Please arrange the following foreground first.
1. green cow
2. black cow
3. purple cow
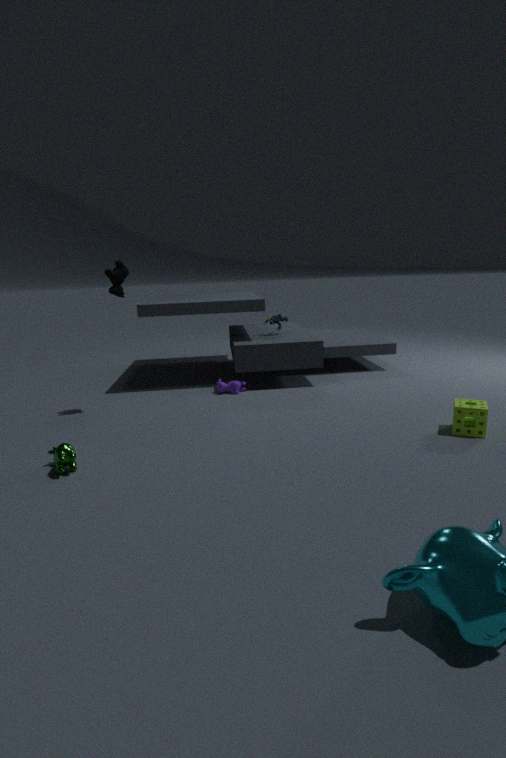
green cow
black cow
purple cow
